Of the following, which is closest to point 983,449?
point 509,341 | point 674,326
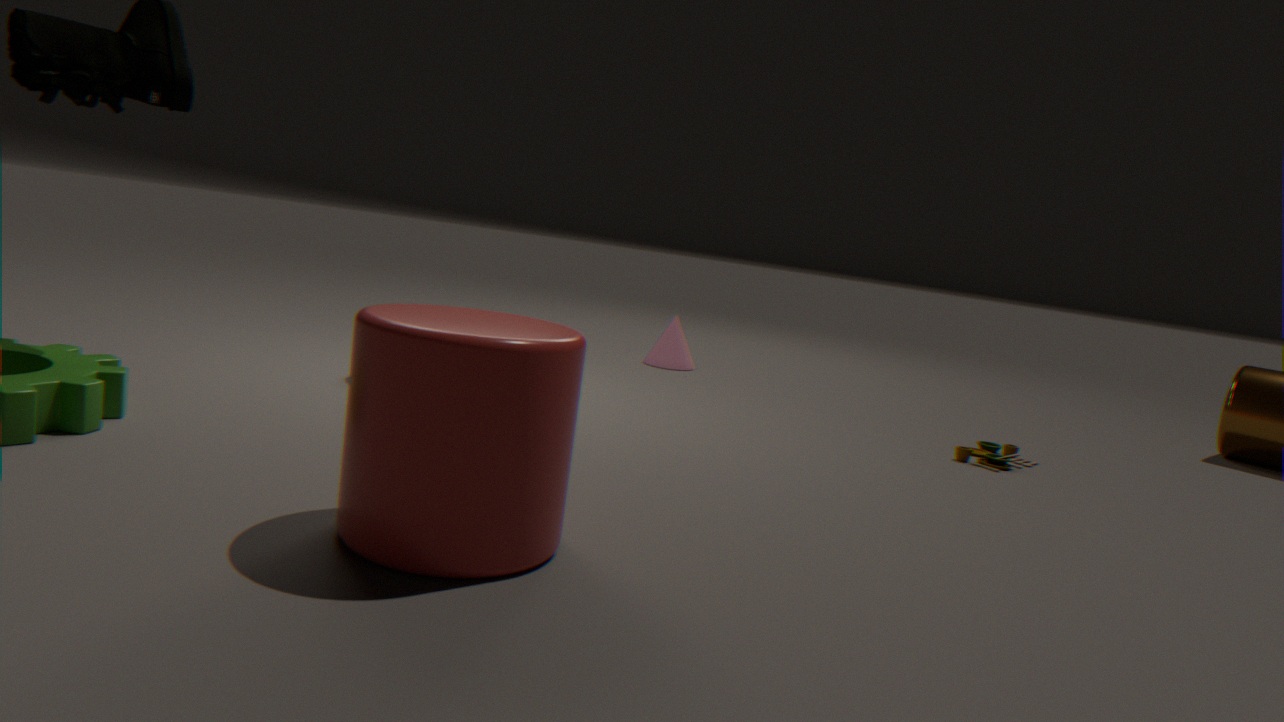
point 674,326
